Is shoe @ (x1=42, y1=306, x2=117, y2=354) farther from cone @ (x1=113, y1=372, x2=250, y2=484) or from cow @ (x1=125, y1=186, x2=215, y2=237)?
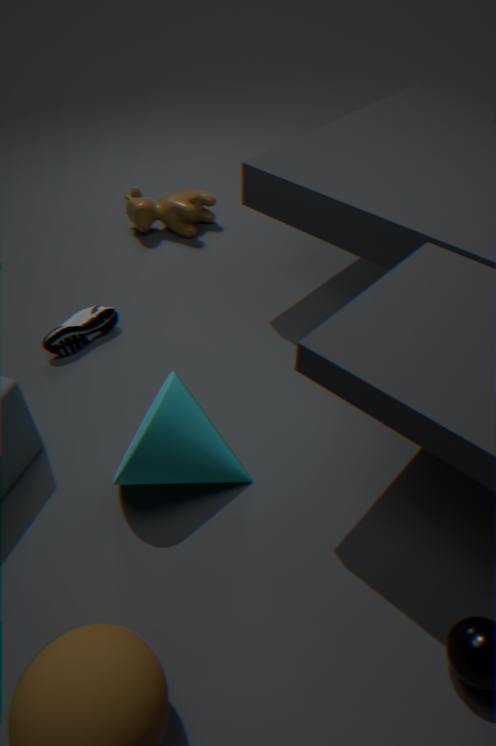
cow @ (x1=125, y1=186, x2=215, y2=237)
